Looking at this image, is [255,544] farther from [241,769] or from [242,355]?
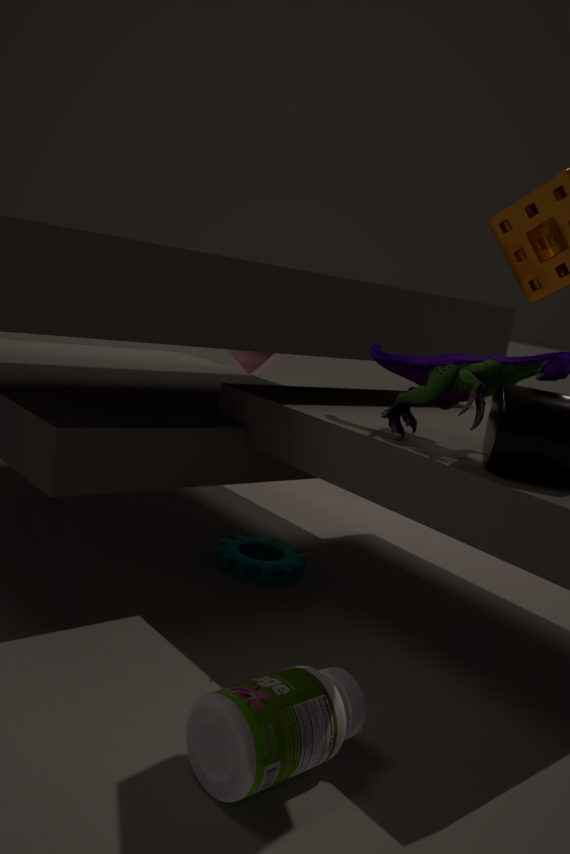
[242,355]
